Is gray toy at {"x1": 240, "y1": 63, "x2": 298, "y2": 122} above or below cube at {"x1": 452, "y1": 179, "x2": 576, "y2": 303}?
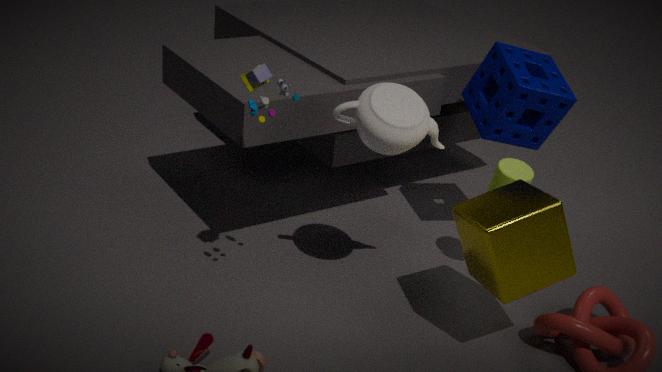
above
